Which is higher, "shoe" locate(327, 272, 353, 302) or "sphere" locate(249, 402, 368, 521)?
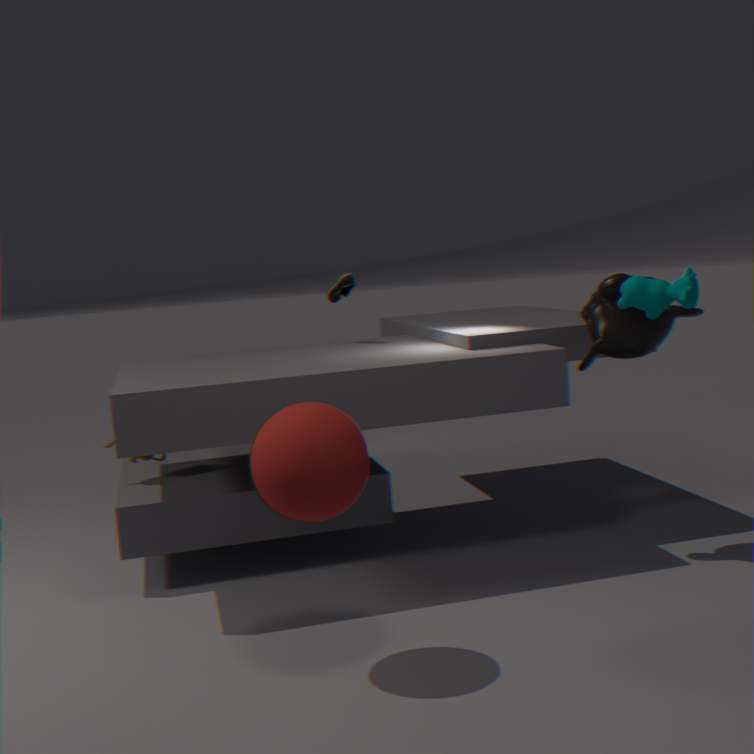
"shoe" locate(327, 272, 353, 302)
